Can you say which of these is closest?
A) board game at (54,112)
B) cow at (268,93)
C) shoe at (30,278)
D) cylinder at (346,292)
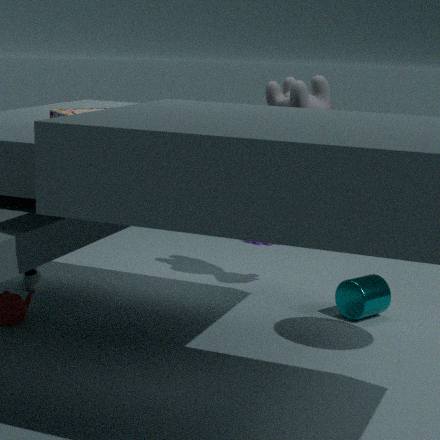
board game at (54,112)
